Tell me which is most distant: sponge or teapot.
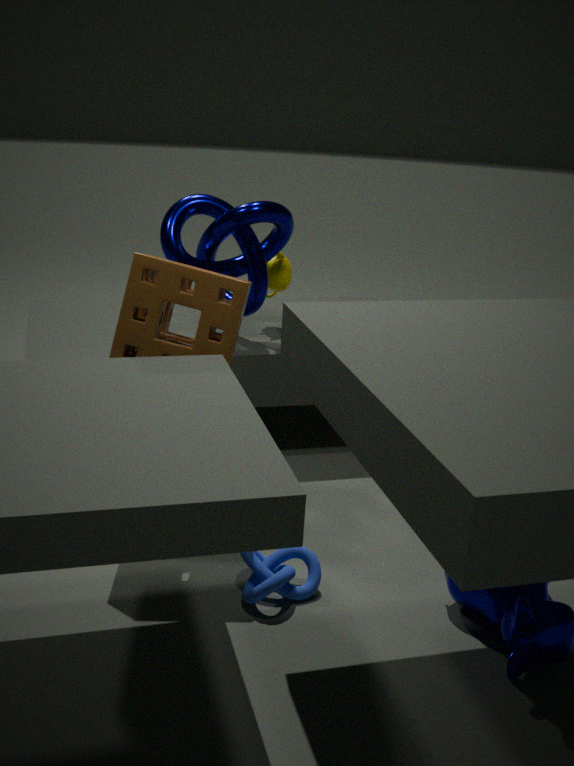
teapot
